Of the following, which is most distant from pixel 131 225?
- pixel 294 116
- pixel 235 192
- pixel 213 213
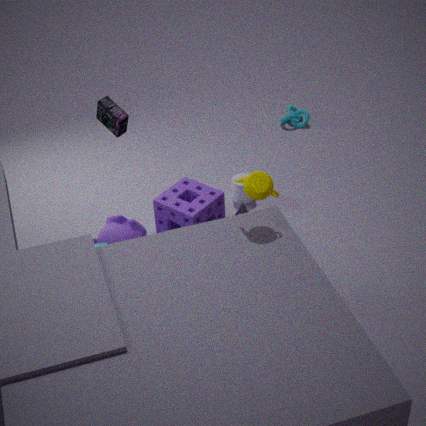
pixel 294 116
